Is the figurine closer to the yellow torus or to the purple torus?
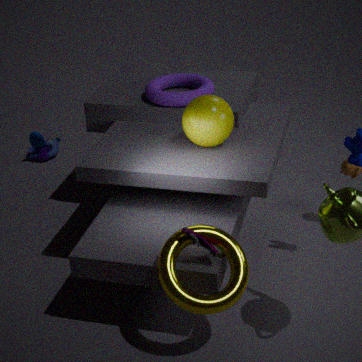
the yellow torus
